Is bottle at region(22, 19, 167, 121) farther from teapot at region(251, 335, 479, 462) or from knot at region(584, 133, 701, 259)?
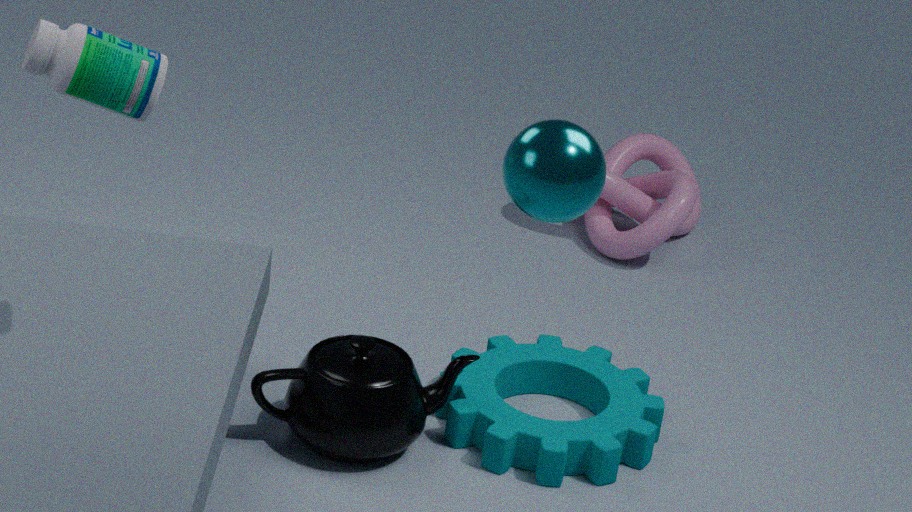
knot at region(584, 133, 701, 259)
